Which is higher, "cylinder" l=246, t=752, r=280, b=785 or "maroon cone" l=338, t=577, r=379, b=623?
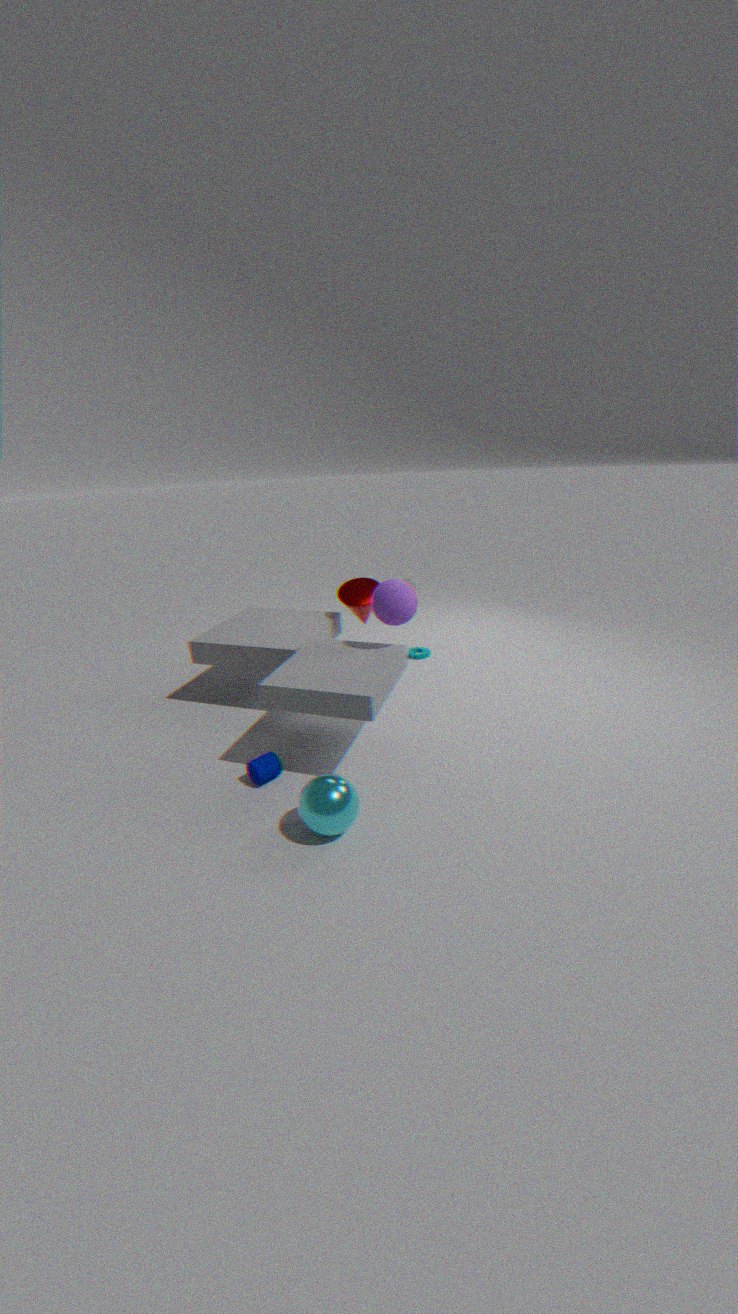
"maroon cone" l=338, t=577, r=379, b=623
